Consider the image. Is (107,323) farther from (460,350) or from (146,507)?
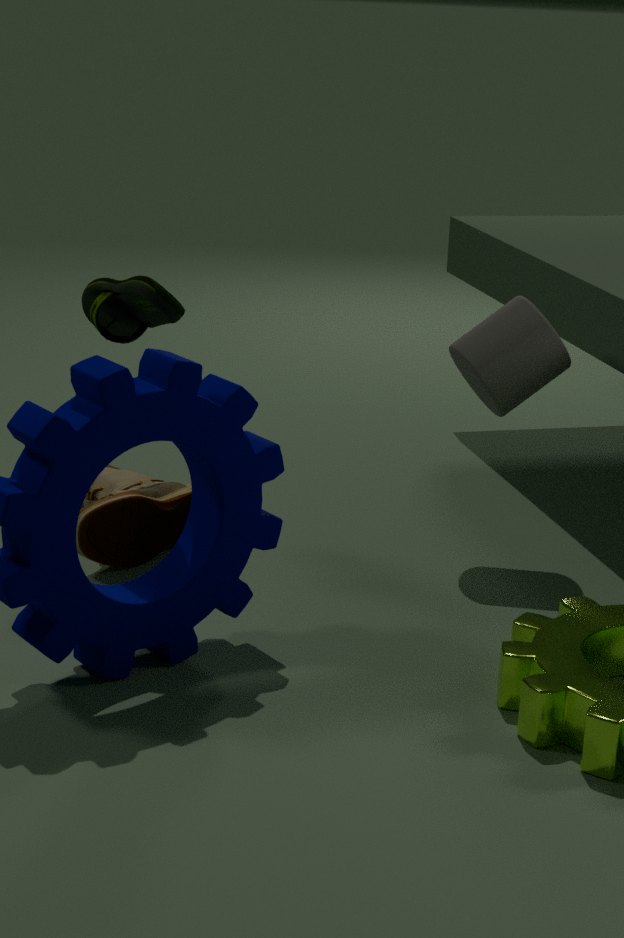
(460,350)
